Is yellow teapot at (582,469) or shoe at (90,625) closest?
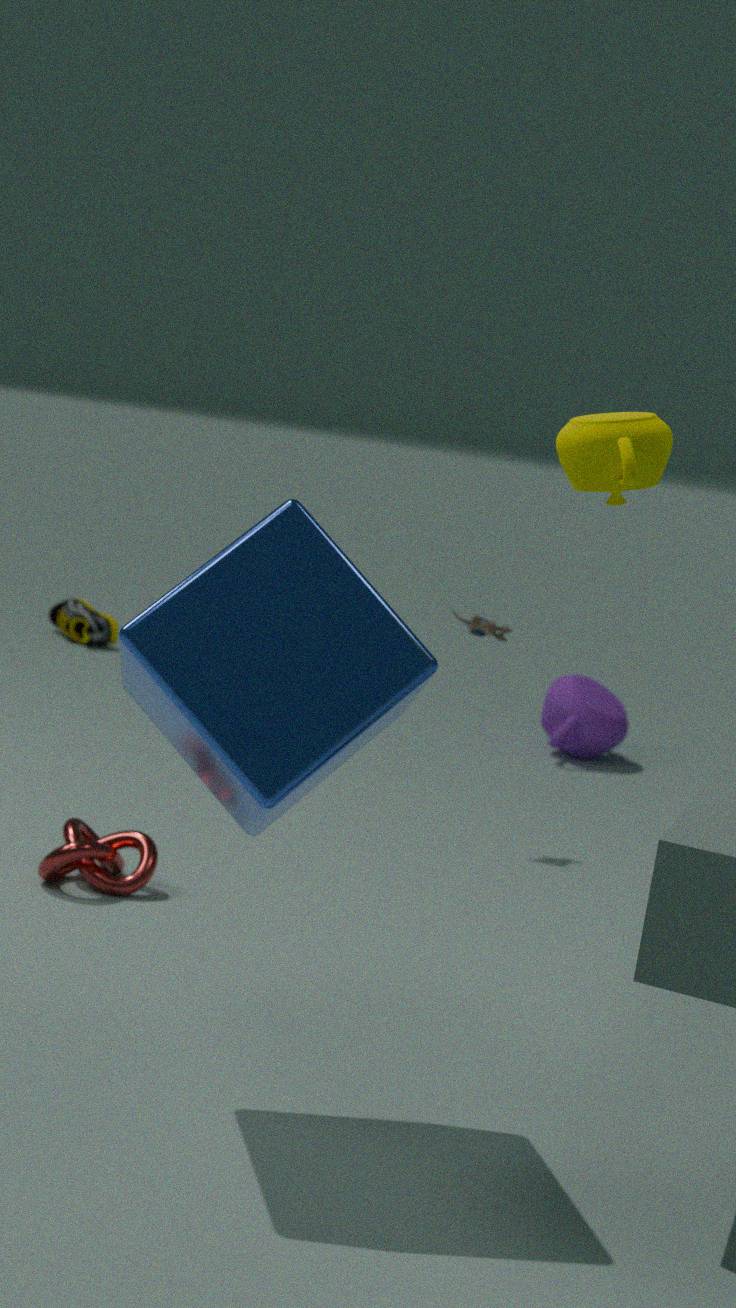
yellow teapot at (582,469)
